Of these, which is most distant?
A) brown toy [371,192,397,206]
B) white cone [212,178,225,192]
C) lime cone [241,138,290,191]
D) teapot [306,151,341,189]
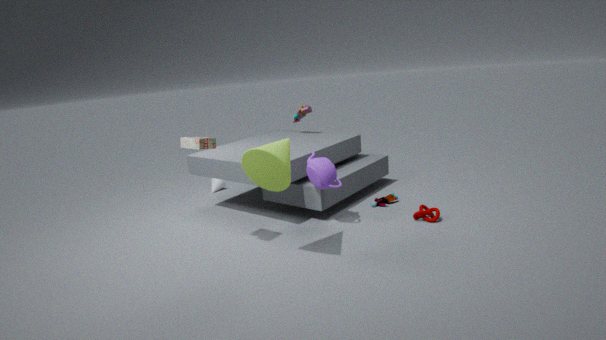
white cone [212,178,225,192]
